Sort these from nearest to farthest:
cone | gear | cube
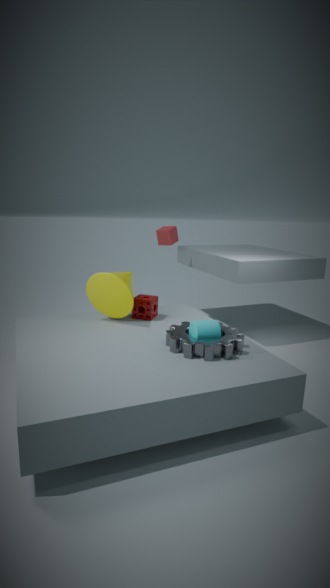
gear, cone, cube
